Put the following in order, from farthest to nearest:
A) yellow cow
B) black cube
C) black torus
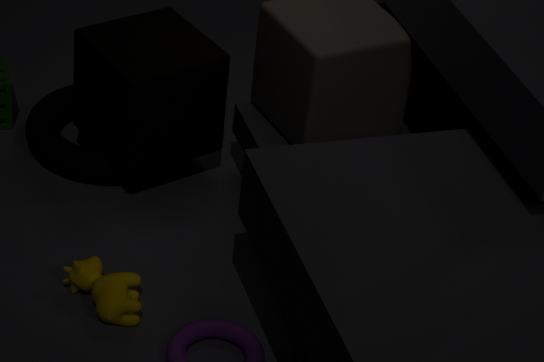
black torus, black cube, yellow cow
